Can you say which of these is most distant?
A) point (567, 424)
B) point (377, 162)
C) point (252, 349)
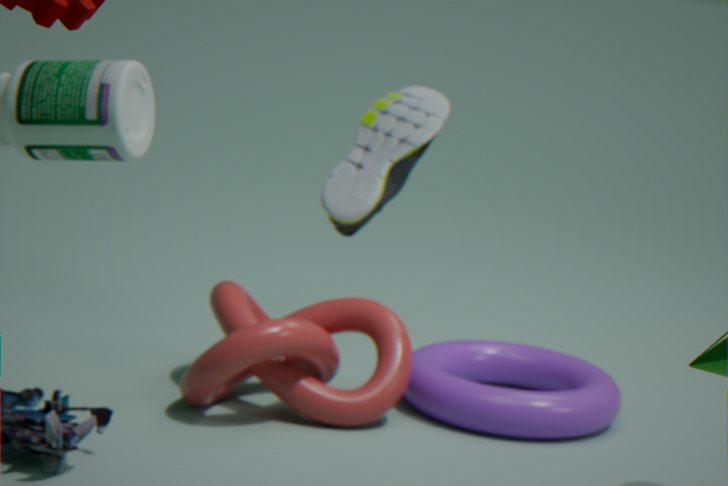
point (377, 162)
